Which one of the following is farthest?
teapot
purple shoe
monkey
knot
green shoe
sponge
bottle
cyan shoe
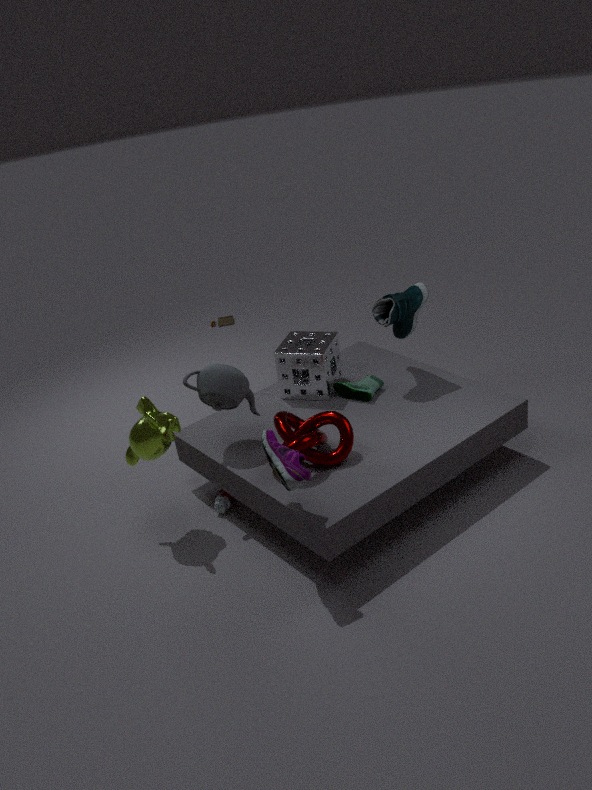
sponge
